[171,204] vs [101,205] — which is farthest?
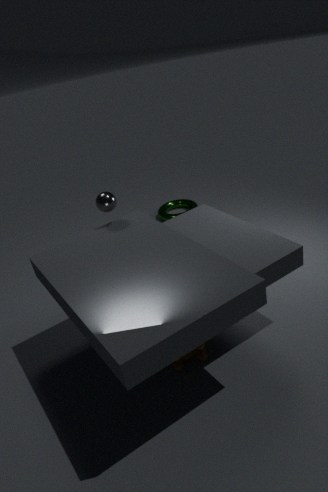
[171,204]
